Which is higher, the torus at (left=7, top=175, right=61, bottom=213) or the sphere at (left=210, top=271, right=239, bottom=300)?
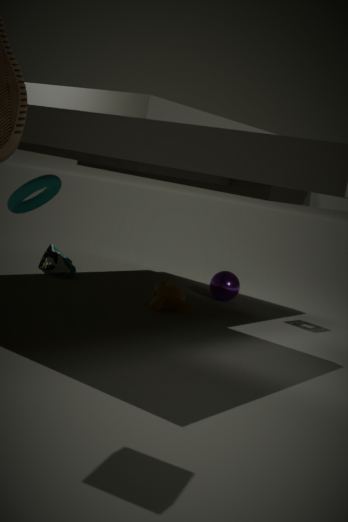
the torus at (left=7, top=175, right=61, bottom=213)
